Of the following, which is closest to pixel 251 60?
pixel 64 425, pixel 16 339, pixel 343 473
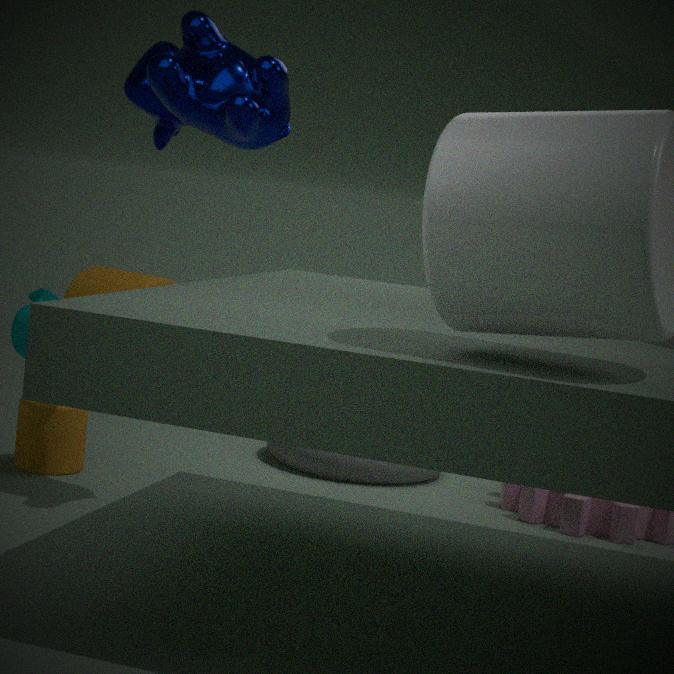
pixel 16 339
